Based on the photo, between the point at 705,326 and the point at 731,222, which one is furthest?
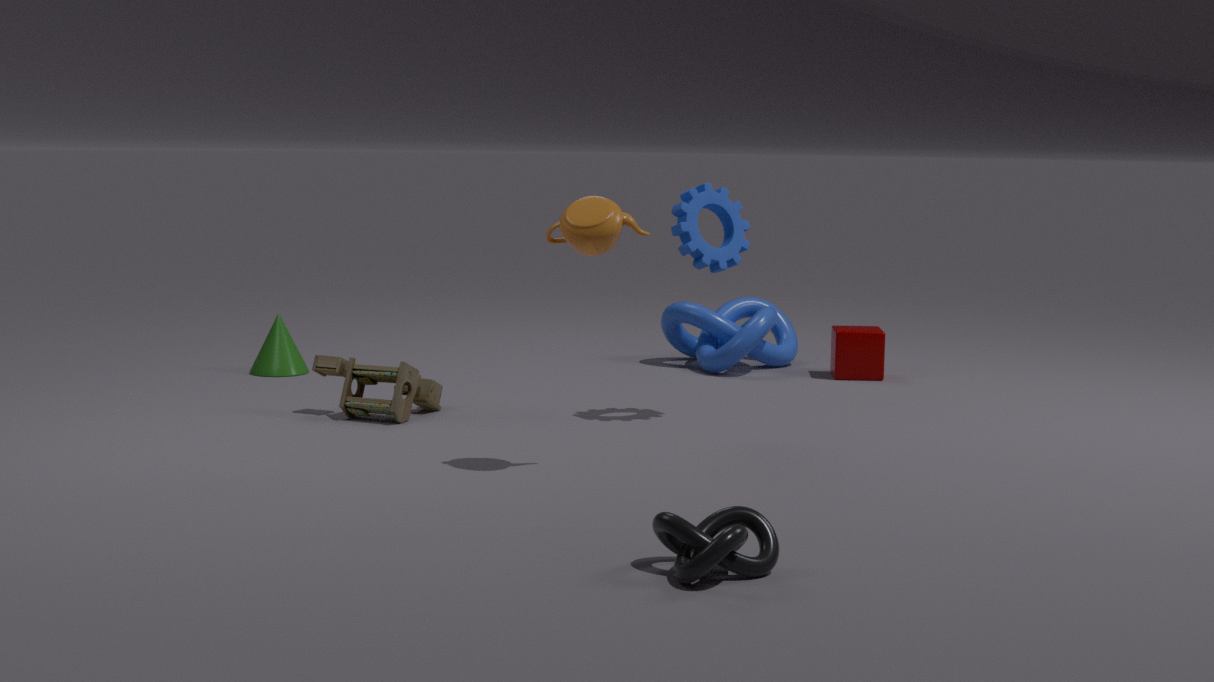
the point at 705,326
